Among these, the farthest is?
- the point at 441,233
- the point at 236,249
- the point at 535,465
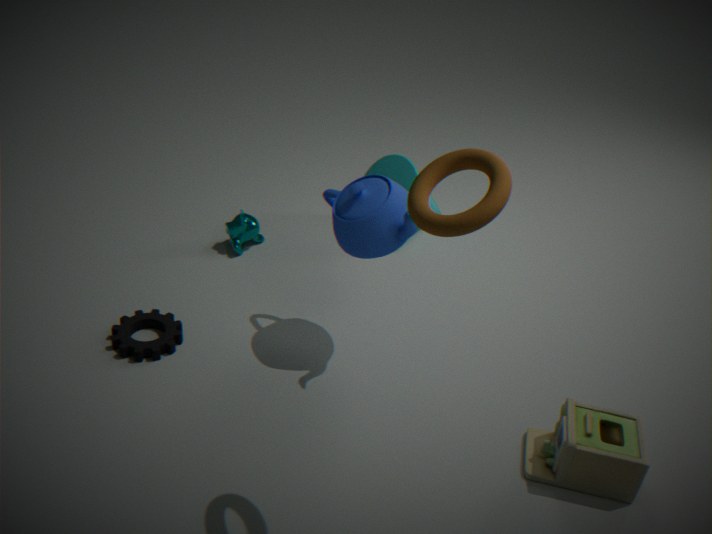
the point at 236,249
